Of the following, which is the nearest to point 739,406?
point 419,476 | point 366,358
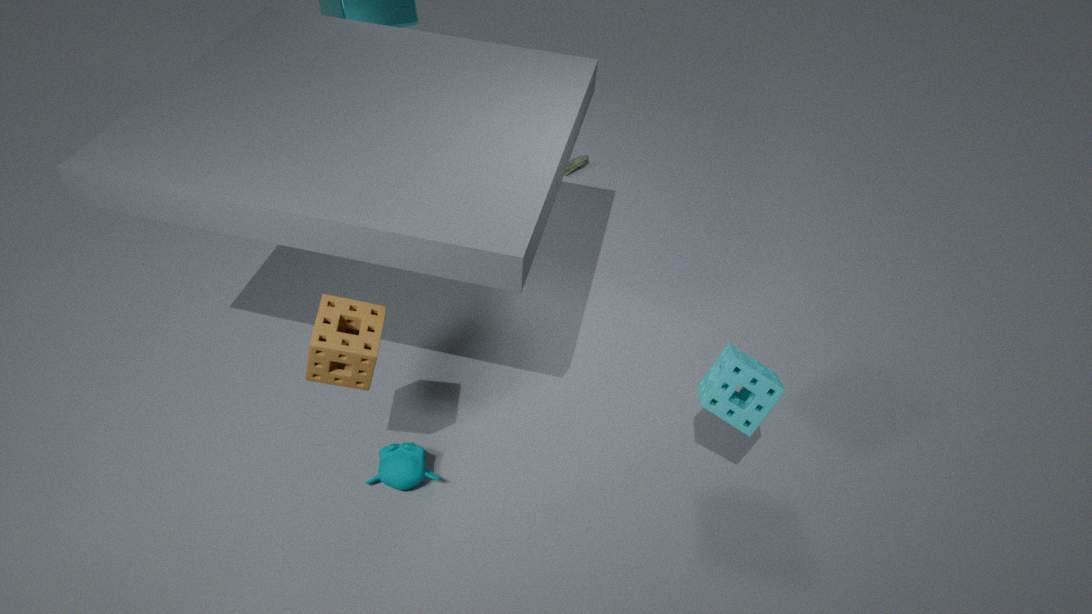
point 419,476
